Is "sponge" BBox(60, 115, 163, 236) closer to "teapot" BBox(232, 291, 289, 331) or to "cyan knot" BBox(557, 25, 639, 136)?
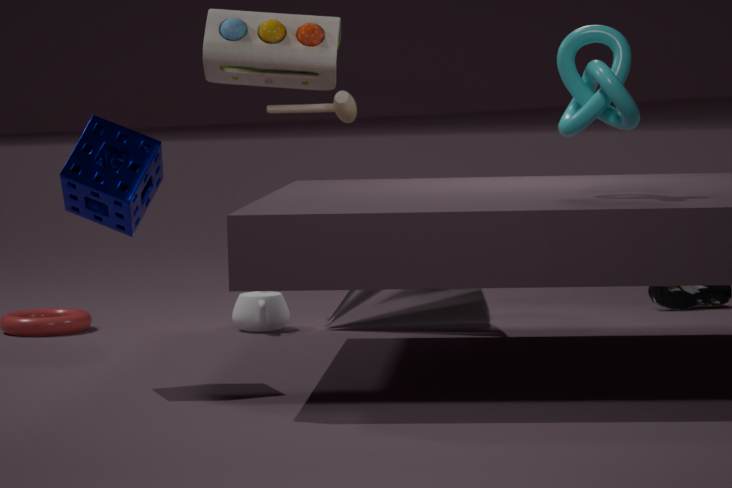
"teapot" BBox(232, 291, 289, 331)
